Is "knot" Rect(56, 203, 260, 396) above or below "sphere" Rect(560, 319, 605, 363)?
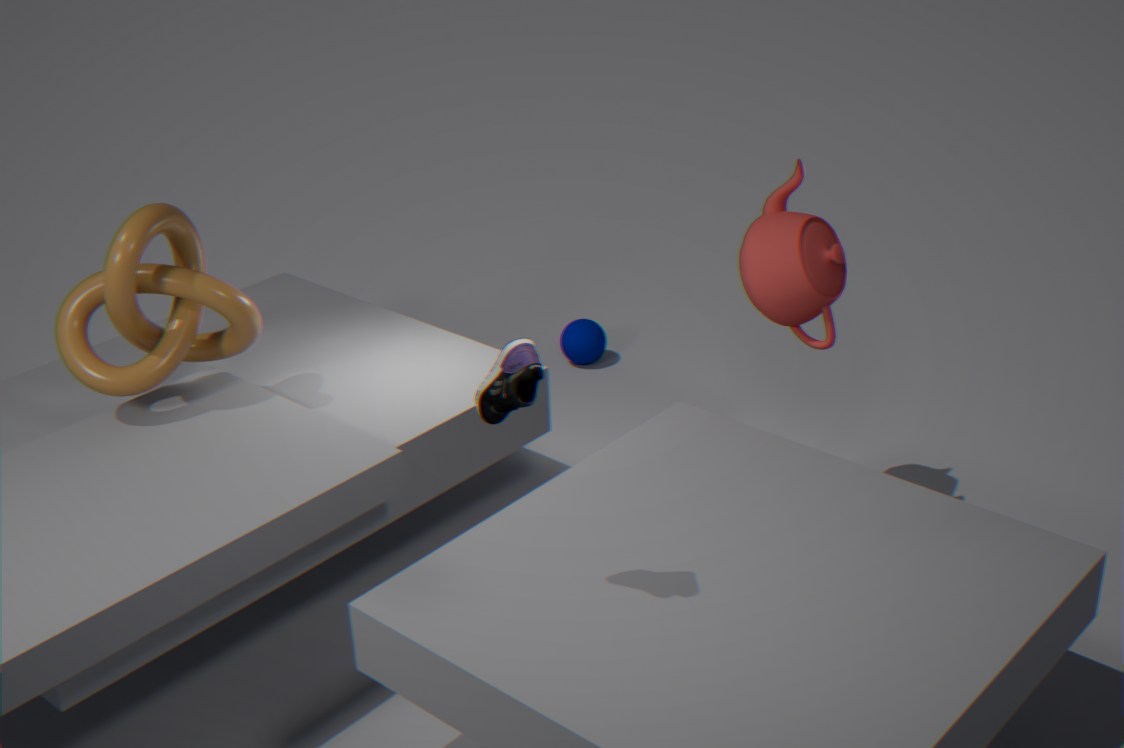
above
